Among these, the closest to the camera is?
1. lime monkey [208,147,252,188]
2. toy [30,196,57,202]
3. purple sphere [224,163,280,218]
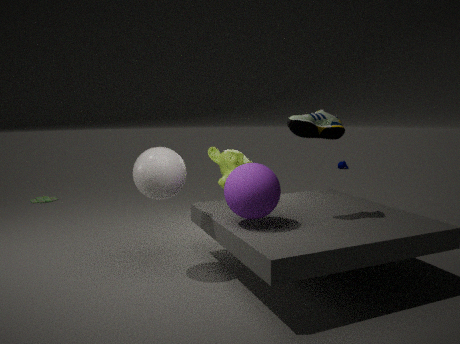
purple sphere [224,163,280,218]
